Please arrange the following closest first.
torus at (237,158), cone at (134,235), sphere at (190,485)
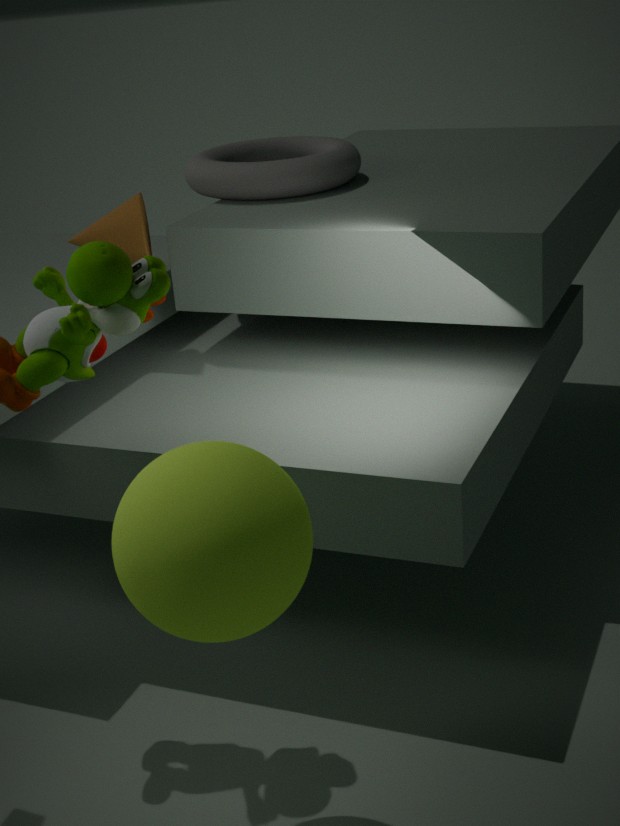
sphere at (190,485)
cone at (134,235)
torus at (237,158)
